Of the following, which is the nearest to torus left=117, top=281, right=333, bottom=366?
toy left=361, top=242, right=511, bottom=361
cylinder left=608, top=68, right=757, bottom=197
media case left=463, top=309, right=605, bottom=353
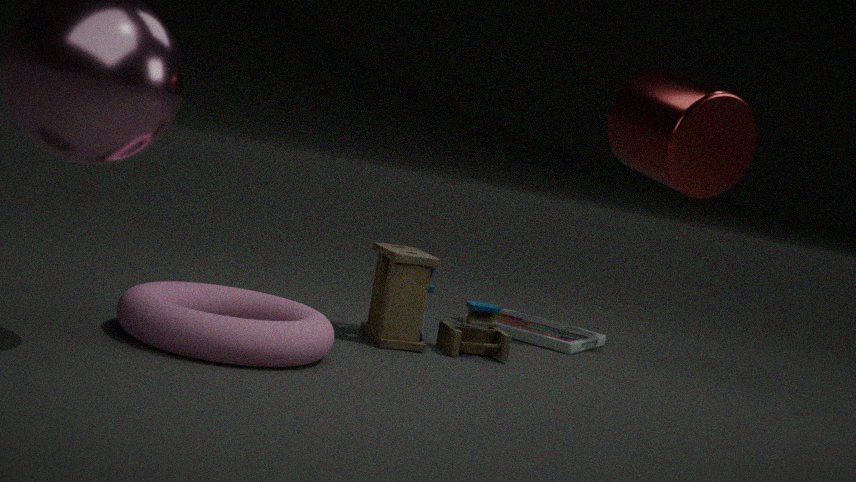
toy left=361, top=242, right=511, bottom=361
